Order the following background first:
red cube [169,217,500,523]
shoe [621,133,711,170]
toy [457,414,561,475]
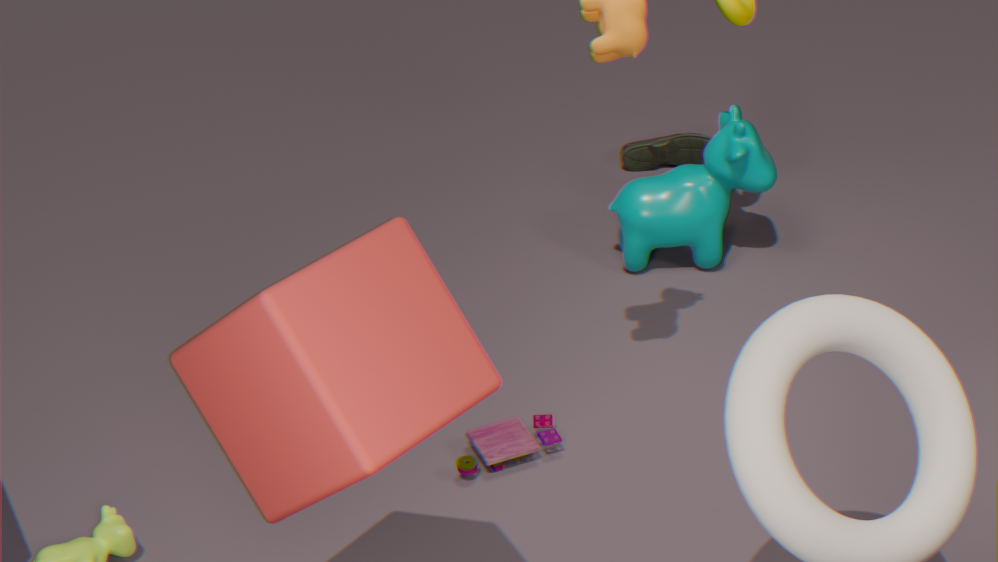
shoe [621,133,711,170] → toy [457,414,561,475] → red cube [169,217,500,523]
